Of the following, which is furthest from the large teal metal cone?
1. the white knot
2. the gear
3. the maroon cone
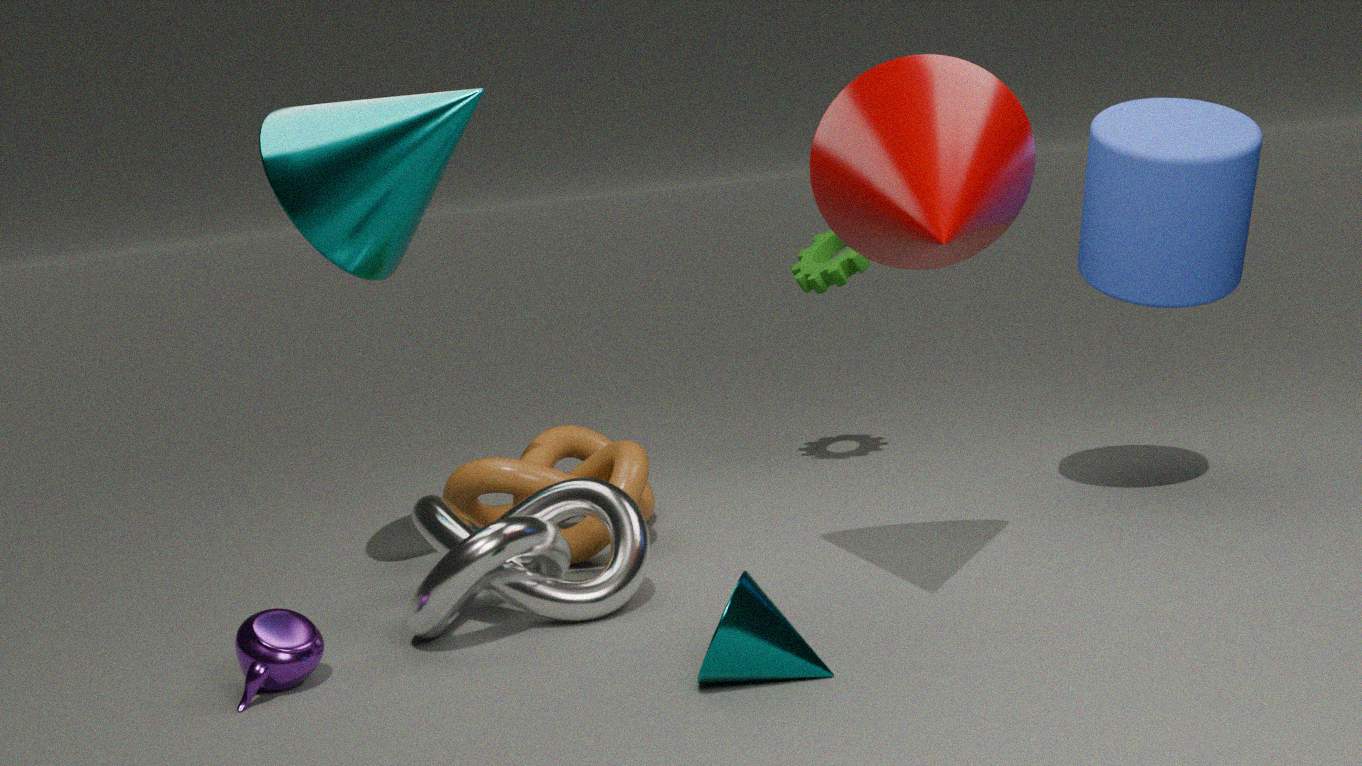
the gear
